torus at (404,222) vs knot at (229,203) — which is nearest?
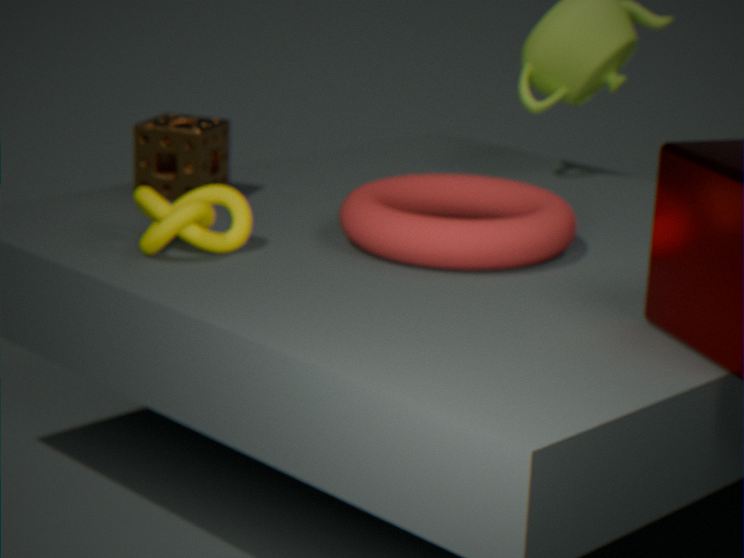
knot at (229,203)
